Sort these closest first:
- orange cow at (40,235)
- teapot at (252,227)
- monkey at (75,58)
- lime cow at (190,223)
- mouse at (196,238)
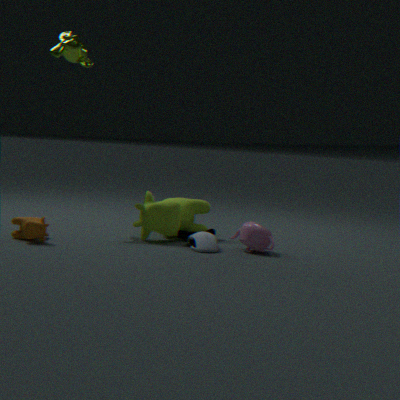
orange cow at (40,235) → mouse at (196,238) → teapot at (252,227) → lime cow at (190,223) → monkey at (75,58)
